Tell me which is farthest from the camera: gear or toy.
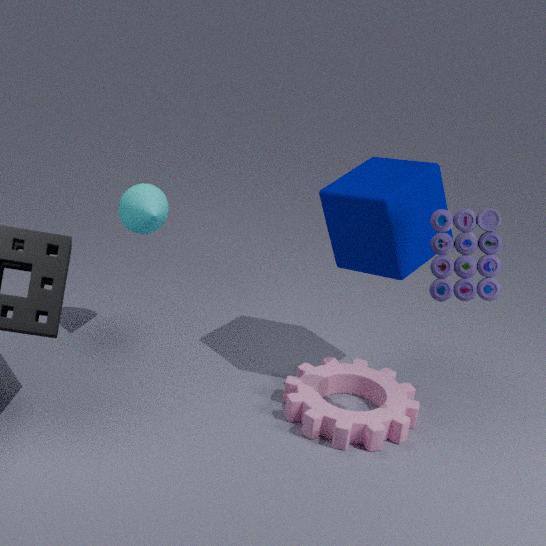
gear
